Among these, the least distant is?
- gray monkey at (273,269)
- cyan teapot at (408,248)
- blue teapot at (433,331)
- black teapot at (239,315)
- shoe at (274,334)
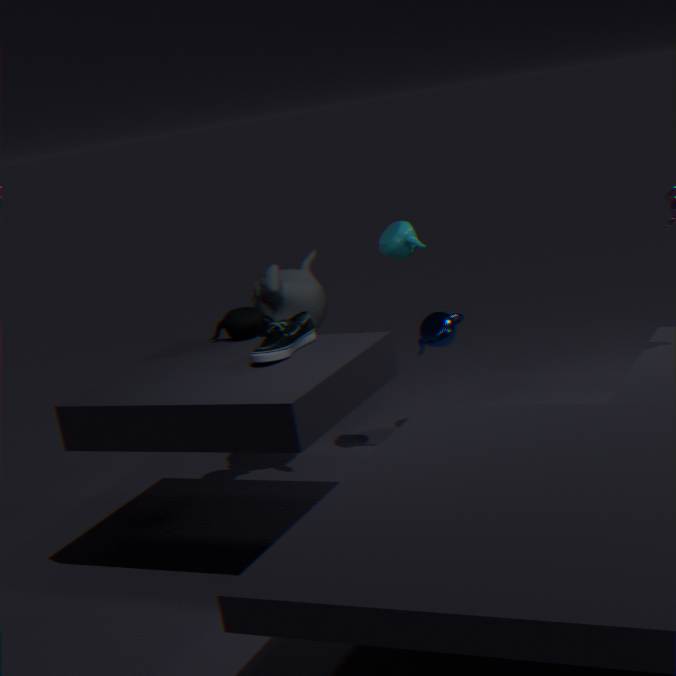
shoe at (274,334)
